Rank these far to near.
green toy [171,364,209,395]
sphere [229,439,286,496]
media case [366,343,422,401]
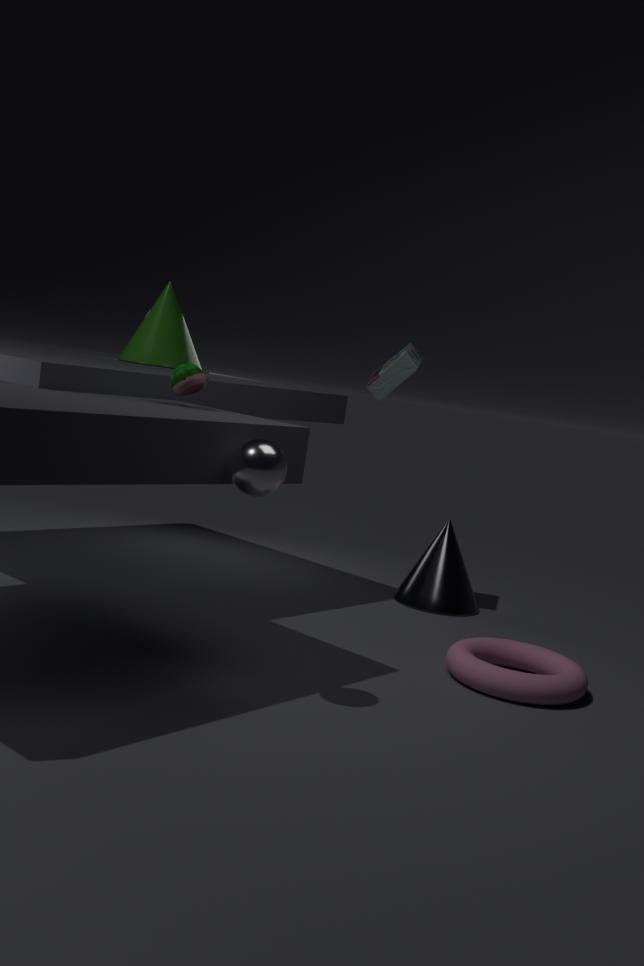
media case [366,343,422,401], green toy [171,364,209,395], sphere [229,439,286,496]
